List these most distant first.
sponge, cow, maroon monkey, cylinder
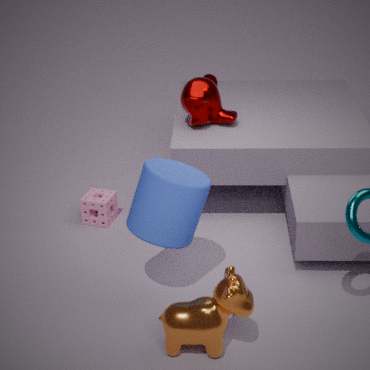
sponge < maroon monkey < cylinder < cow
